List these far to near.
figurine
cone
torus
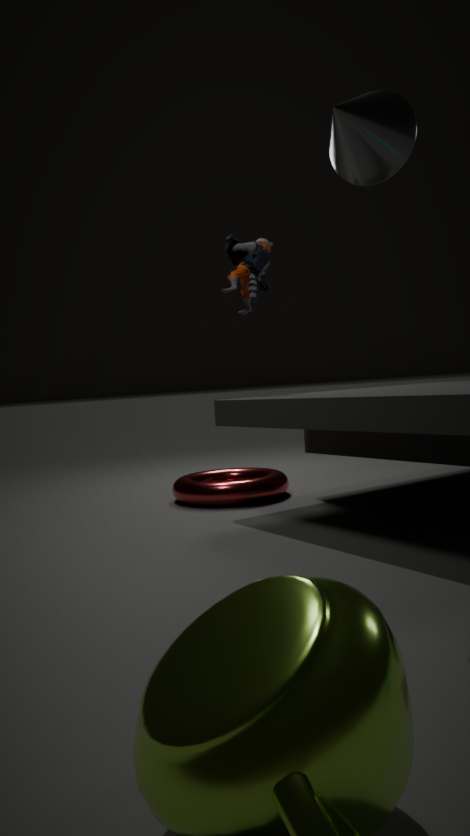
figurine < torus < cone
